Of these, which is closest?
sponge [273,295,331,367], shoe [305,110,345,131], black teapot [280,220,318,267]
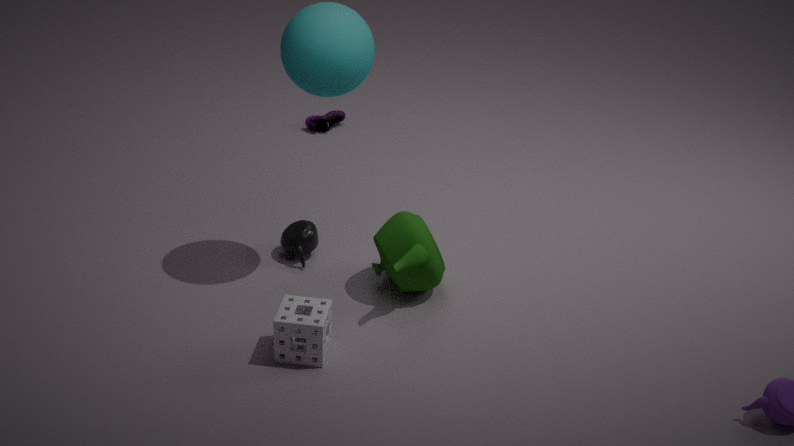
sponge [273,295,331,367]
